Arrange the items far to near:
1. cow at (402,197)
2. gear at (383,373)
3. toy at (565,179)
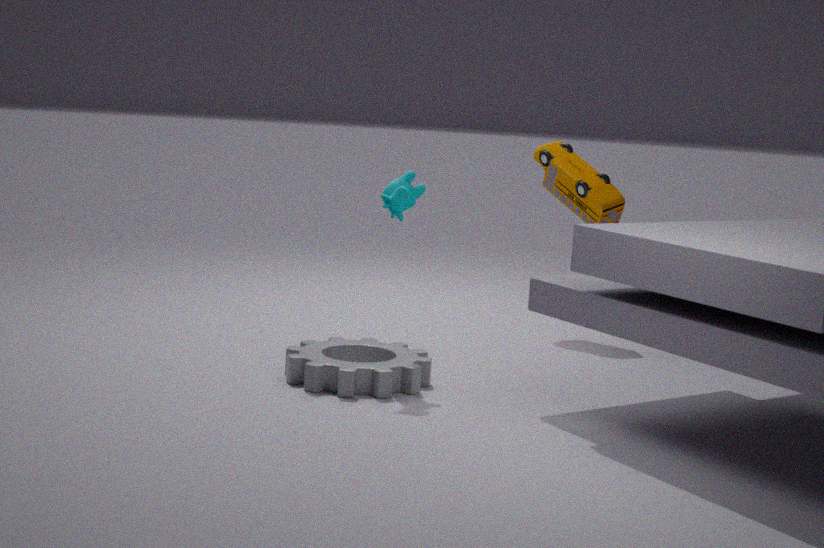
toy at (565,179)
cow at (402,197)
gear at (383,373)
